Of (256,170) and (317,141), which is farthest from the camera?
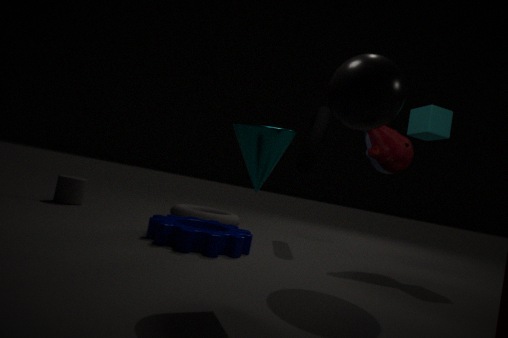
(317,141)
